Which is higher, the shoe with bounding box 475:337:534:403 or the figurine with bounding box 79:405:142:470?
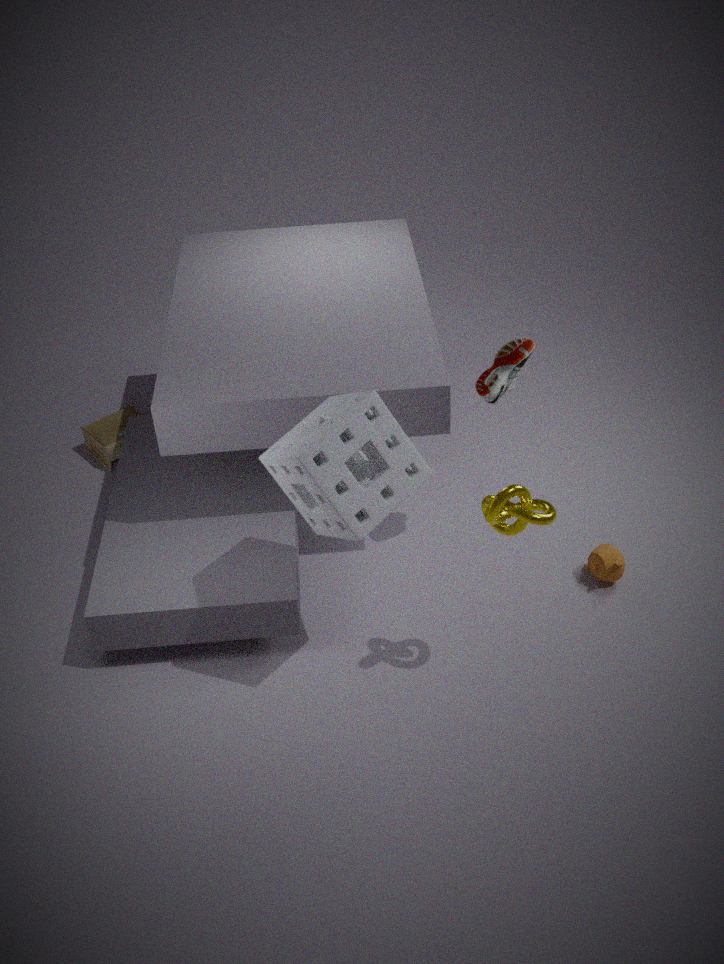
the shoe with bounding box 475:337:534:403
